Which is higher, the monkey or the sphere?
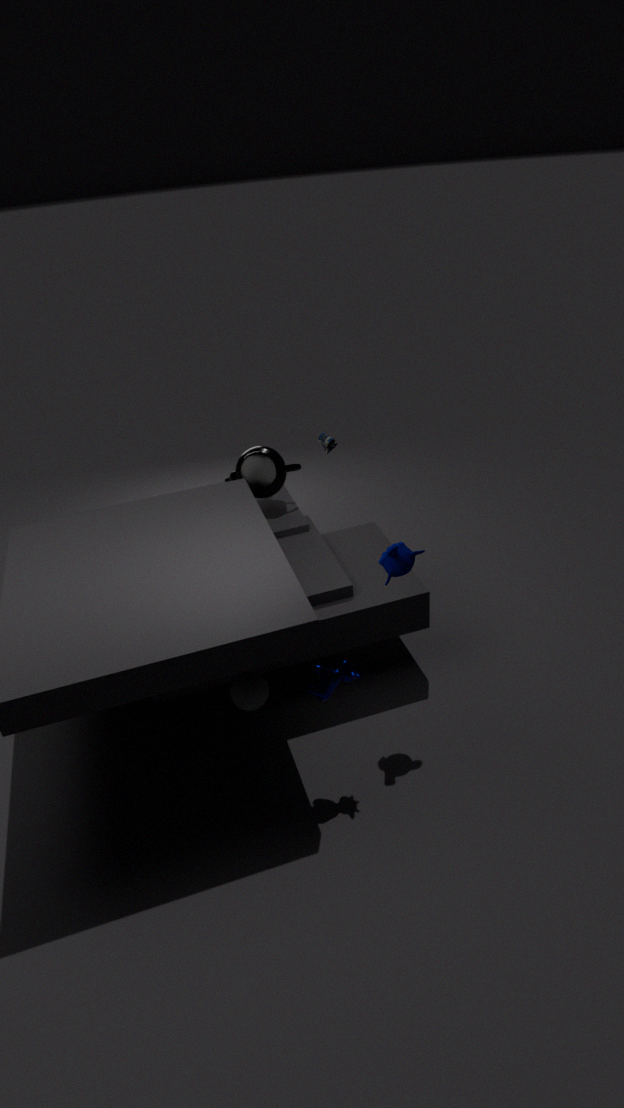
the monkey
